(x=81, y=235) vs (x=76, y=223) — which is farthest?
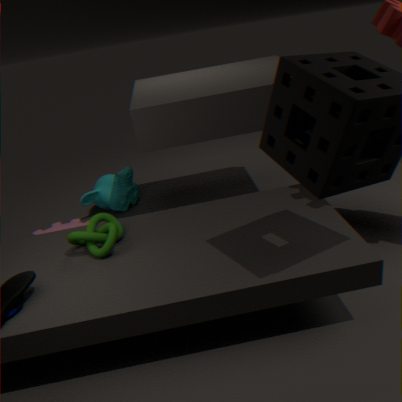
(x=76, y=223)
